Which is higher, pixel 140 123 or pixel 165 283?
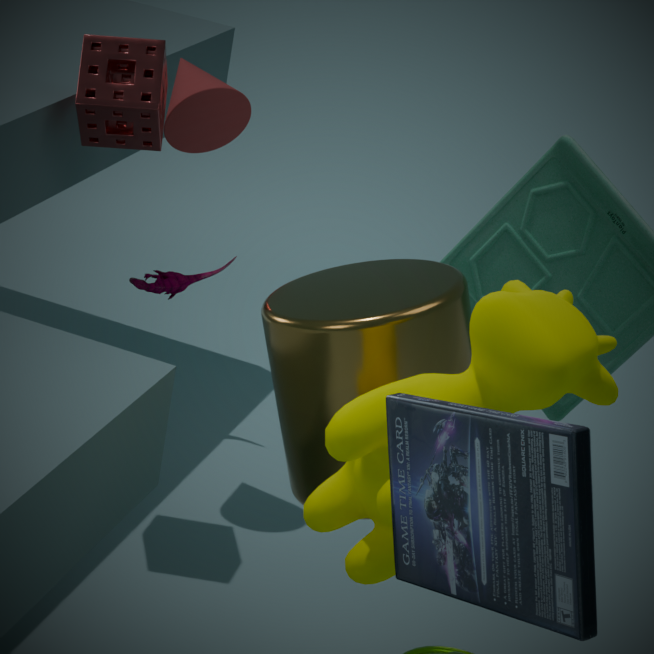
pixel 140 123
